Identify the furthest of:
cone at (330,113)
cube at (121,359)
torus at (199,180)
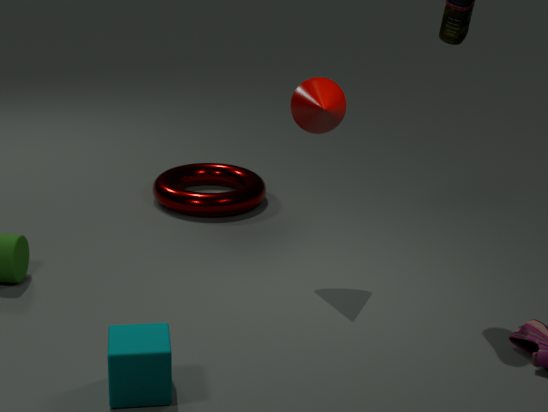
torus at (199,180)
